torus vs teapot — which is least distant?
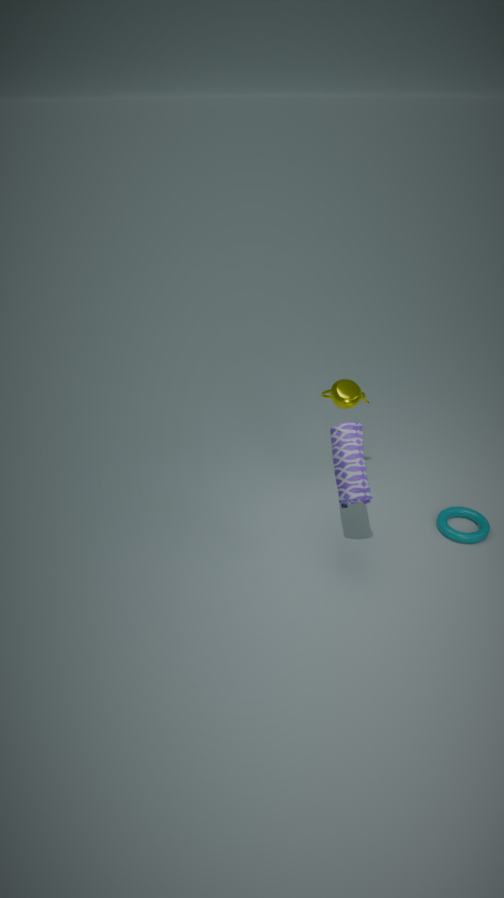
torus
